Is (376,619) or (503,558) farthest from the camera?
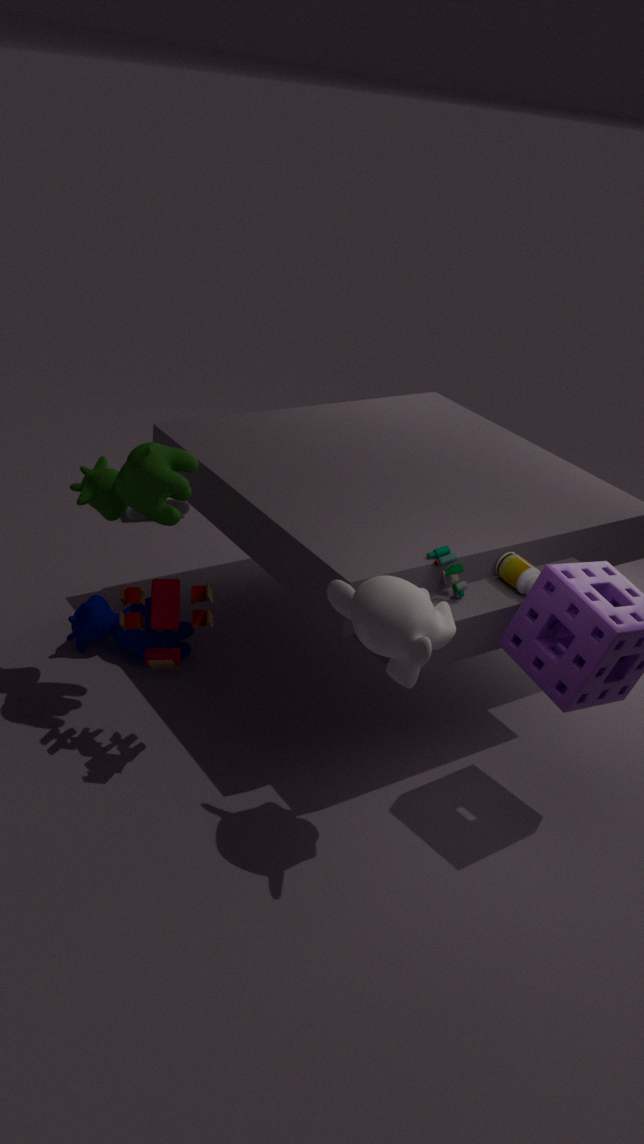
(503,558)
